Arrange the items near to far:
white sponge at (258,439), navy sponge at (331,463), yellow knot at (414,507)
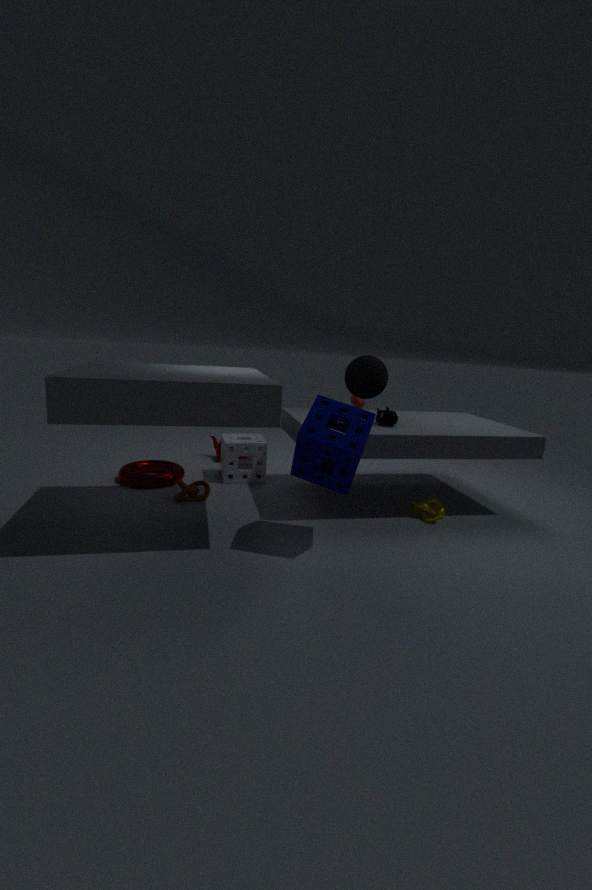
navy sponge at (331,463)
yellow knot at (414,507)
white sponge at (258,439)
